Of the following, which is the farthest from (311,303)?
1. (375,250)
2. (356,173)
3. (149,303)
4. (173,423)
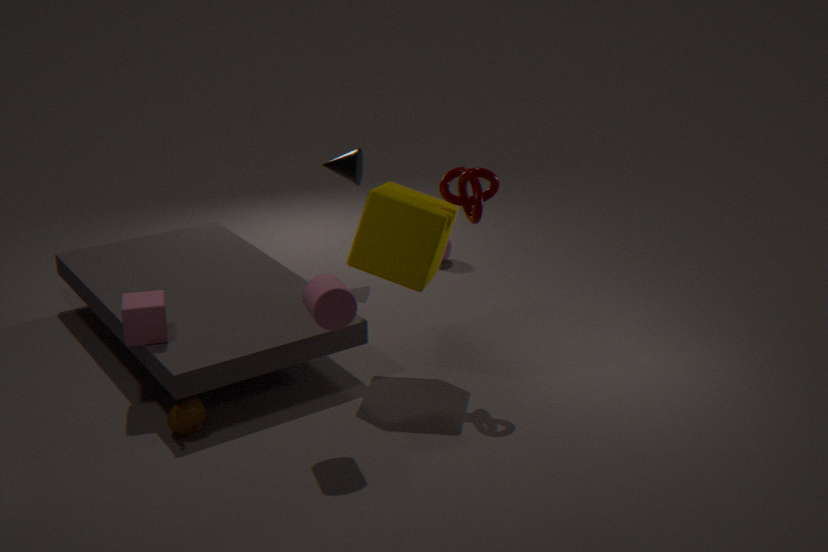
(356,173)
